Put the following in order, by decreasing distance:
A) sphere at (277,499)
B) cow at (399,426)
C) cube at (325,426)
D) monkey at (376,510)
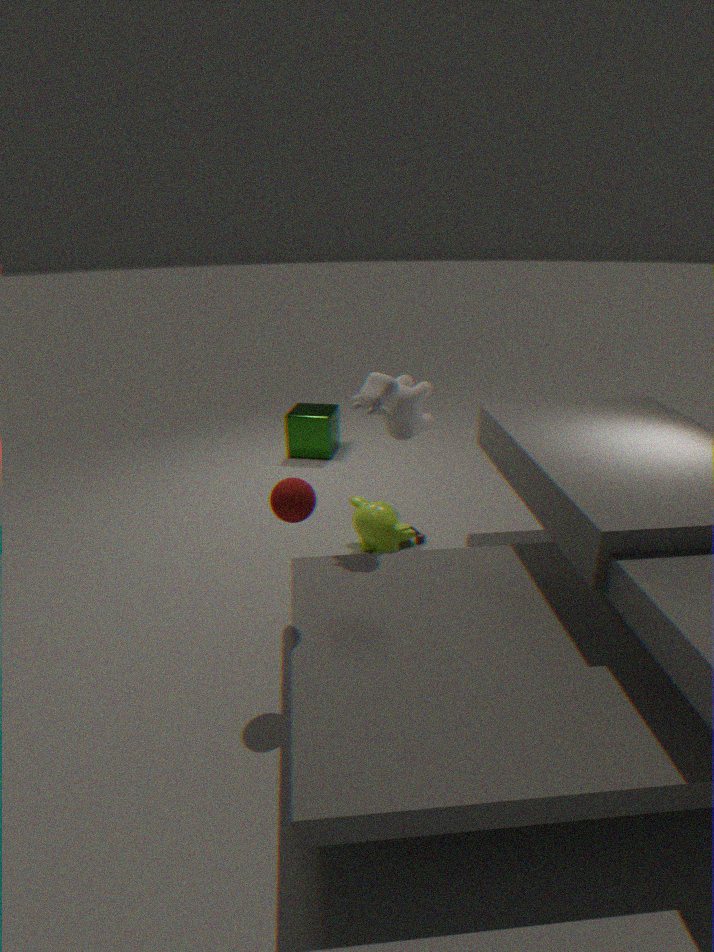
cube at (325,426) < monkey at (376,510) < cow at (399,426) < sphere at (277,499)
